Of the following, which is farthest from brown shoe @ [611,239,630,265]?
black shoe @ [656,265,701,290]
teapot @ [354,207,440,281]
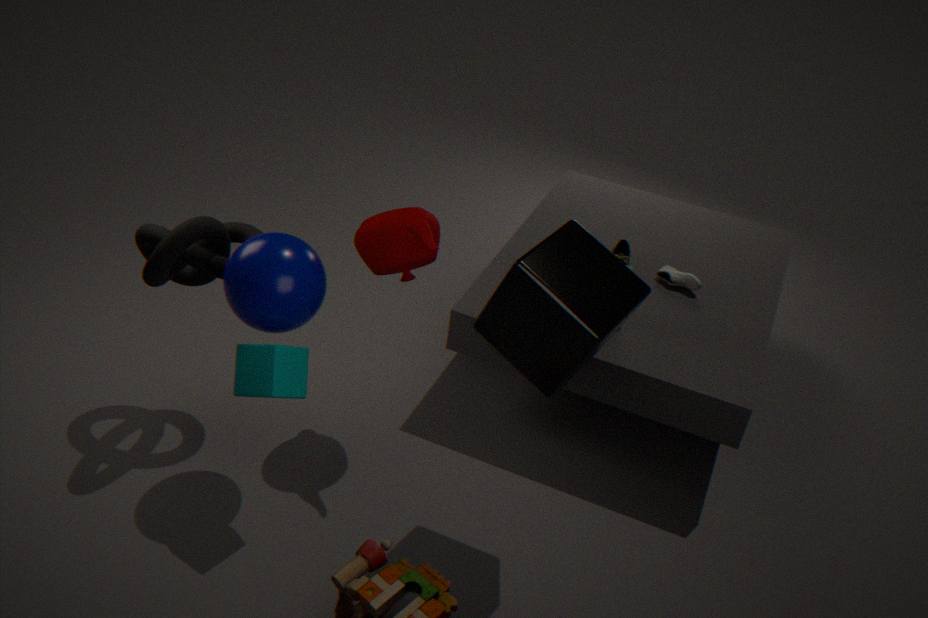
teapot @ [354,207,440,281]
